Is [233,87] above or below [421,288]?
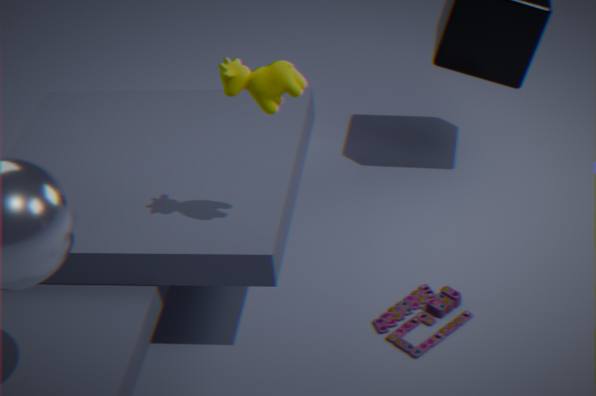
above
